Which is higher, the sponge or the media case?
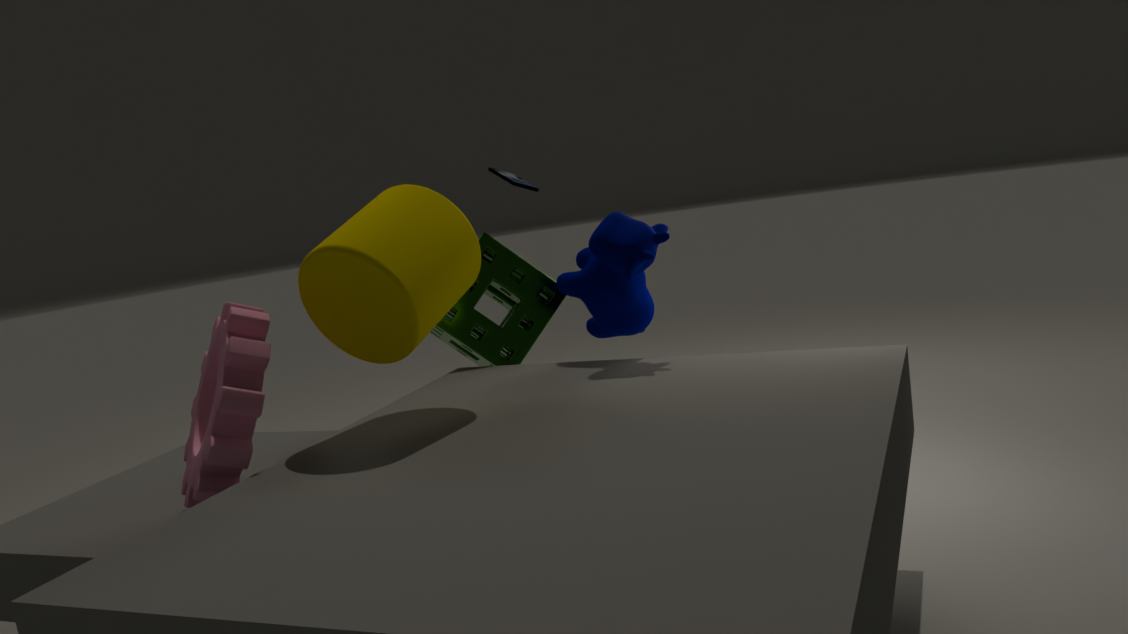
the media case
